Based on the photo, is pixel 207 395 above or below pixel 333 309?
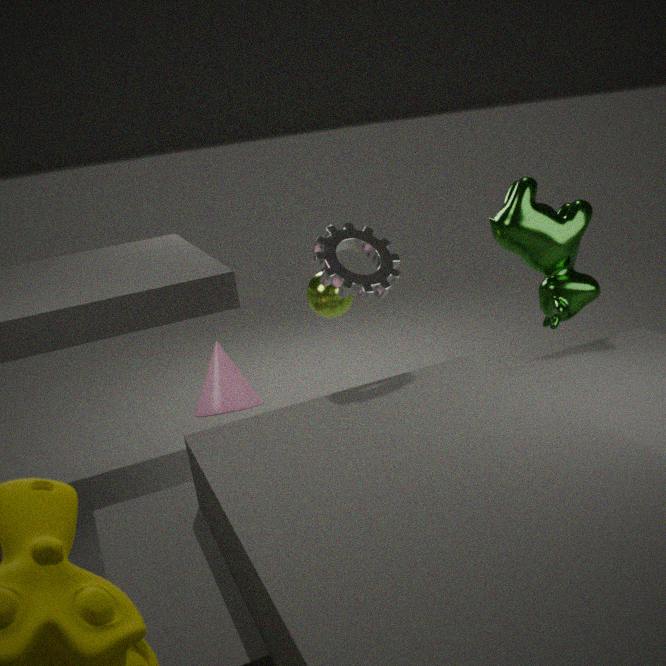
below
